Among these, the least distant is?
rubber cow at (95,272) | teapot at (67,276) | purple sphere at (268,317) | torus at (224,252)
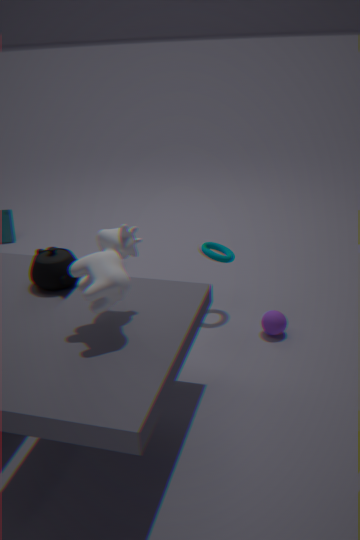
rubber cow at (95,272)
